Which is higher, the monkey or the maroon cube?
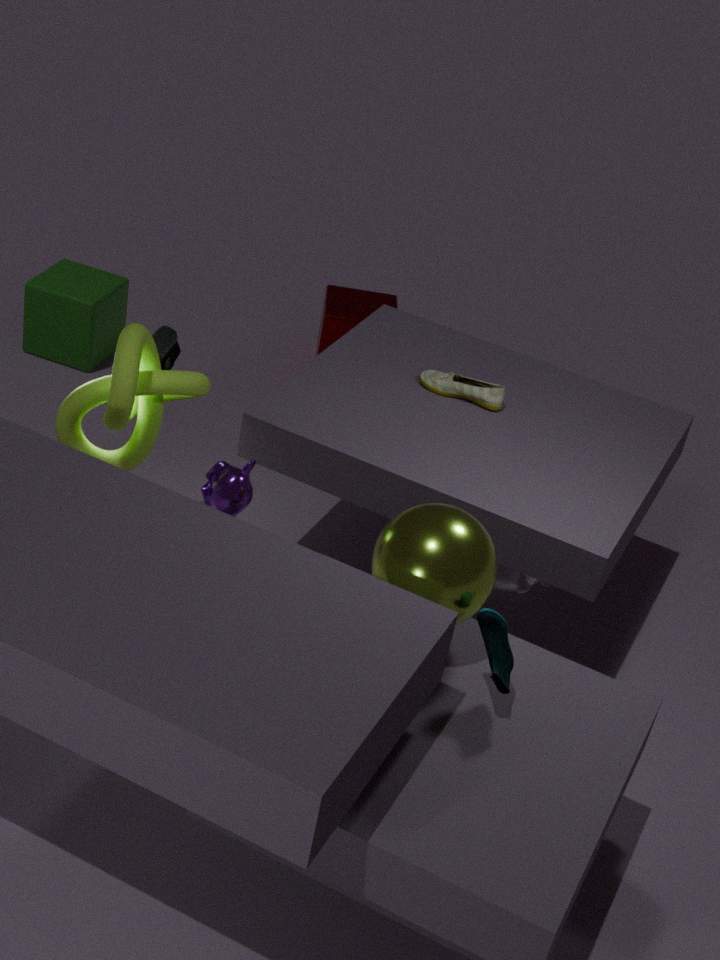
the monkey
